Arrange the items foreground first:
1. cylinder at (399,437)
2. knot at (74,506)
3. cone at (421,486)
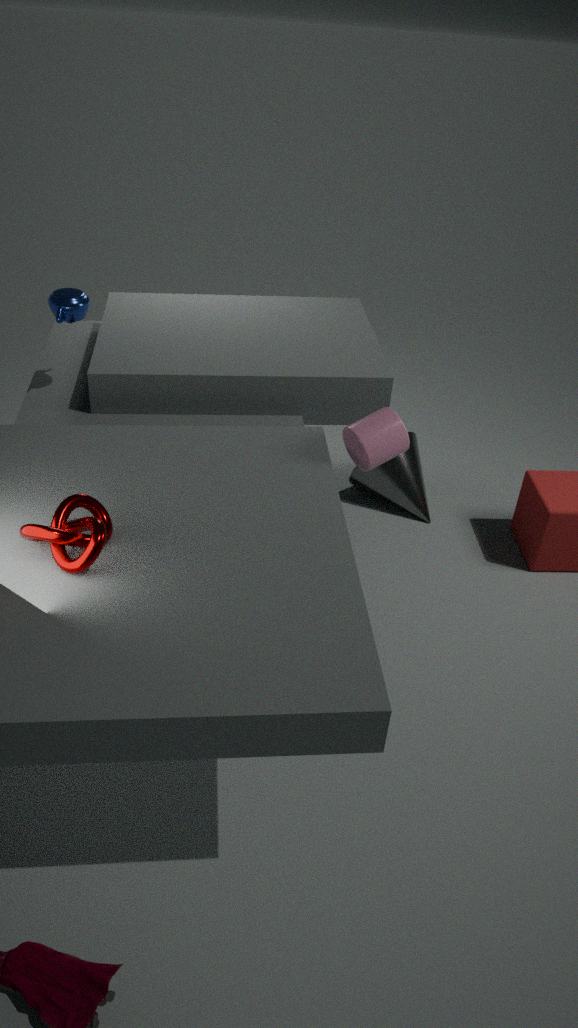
knot at (74,506) → cylinder at (399,437) → cone at (421,486)
